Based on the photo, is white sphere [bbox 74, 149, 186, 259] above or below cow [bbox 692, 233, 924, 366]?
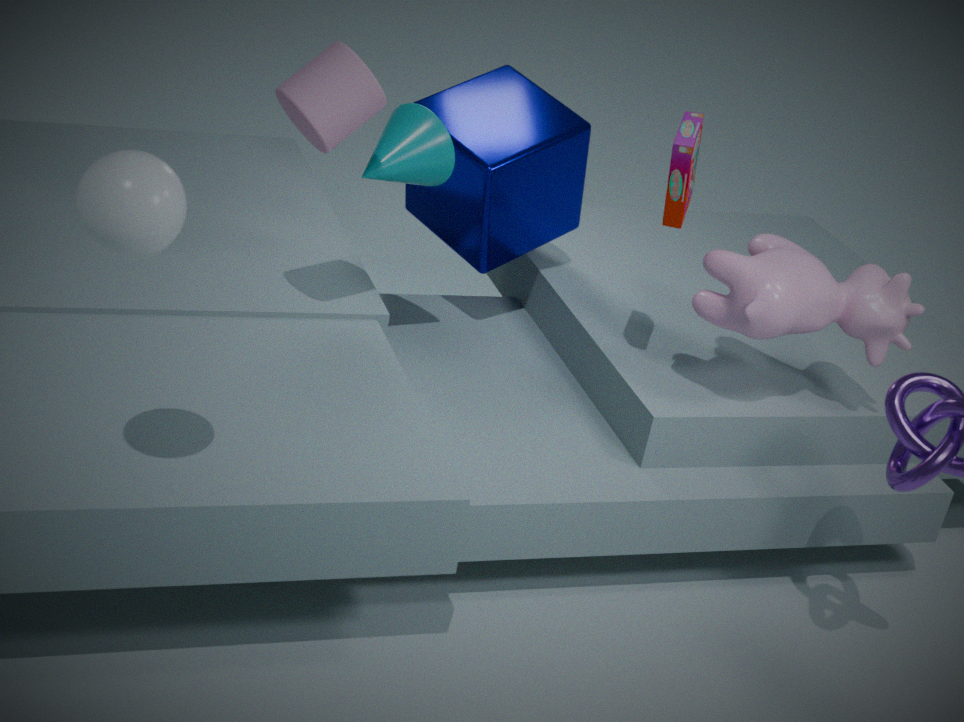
above
